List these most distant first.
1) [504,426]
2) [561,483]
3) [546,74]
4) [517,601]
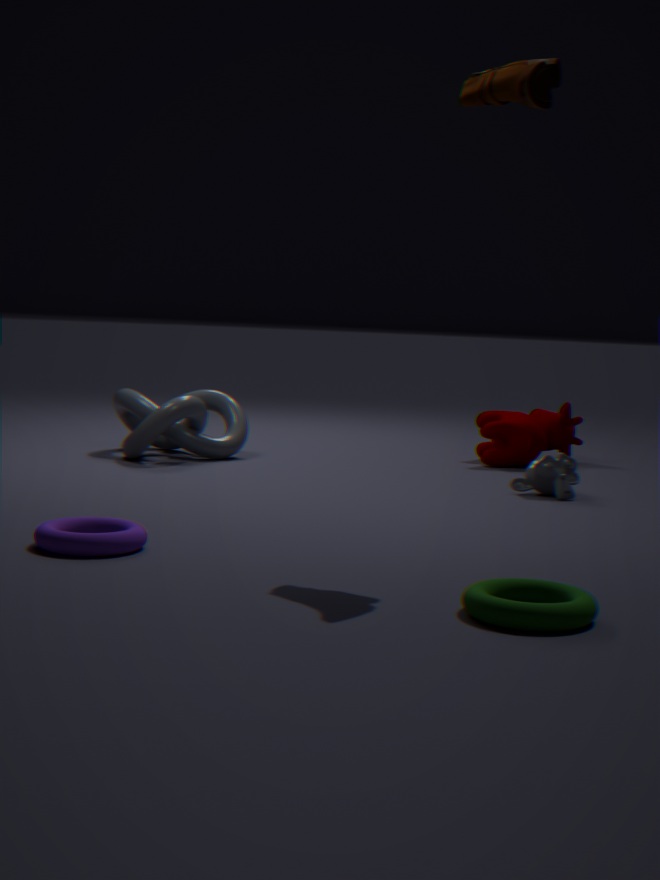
1. [504,426]
2. [561,483]
3. [546,74]
4. [517,601]
